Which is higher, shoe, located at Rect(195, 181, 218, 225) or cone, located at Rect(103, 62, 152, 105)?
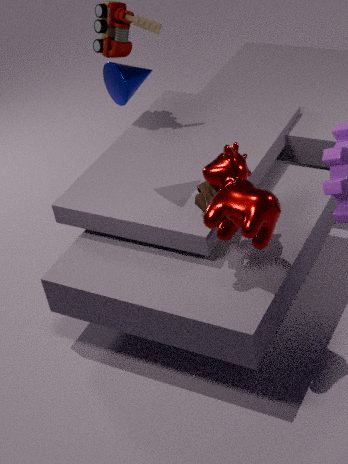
cone, located at Rect(103, 62, 152, 105)
